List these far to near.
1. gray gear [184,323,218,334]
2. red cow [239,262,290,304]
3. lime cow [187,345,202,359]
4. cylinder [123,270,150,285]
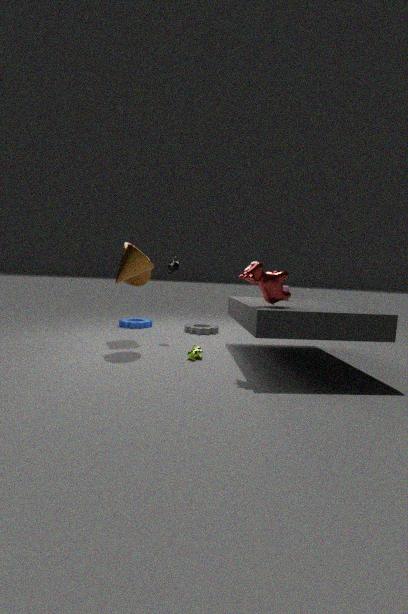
gray gear [184,323,218,334] < cylinder [123,270,150,285] < lime cow [187,345,202,359] < red cow [239,262,290,304]
